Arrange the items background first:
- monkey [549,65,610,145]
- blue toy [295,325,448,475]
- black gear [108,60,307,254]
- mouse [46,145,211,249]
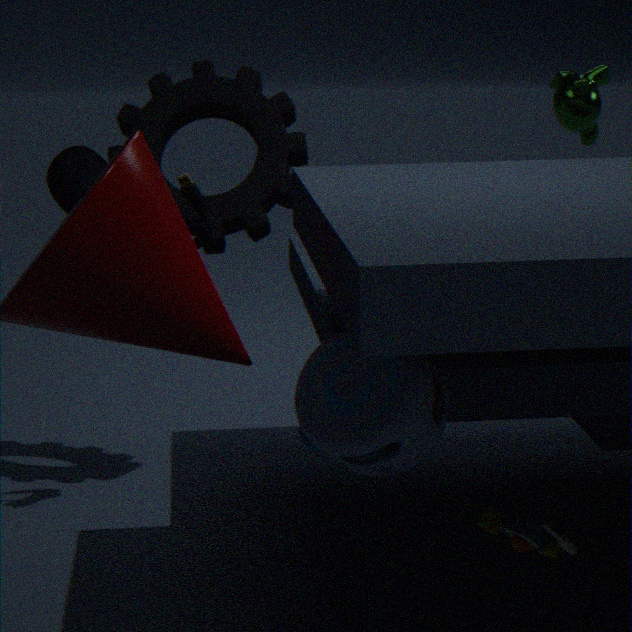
1. black gear [108,60,307,254]
2. monkey [549,65,610,145]
3. mouse [46,145,211,249]
4. blue toy [295,325,448,475]
